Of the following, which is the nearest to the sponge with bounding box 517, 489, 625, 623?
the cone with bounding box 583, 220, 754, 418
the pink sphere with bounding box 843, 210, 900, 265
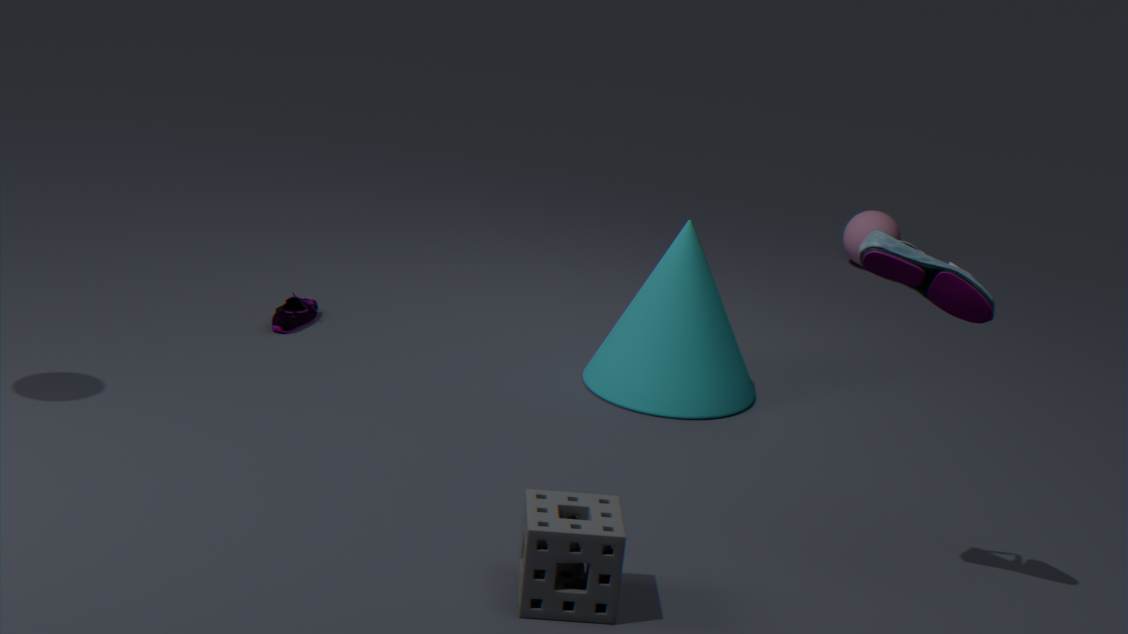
the cone with bounding box 583, 220, 754, 418
